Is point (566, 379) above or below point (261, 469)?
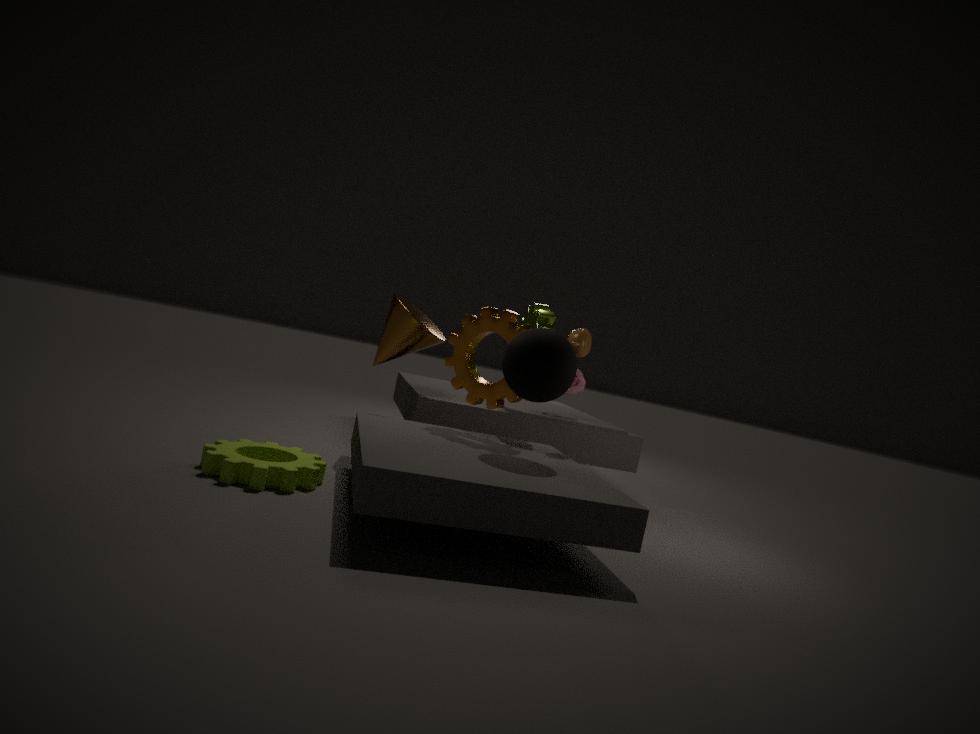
above
